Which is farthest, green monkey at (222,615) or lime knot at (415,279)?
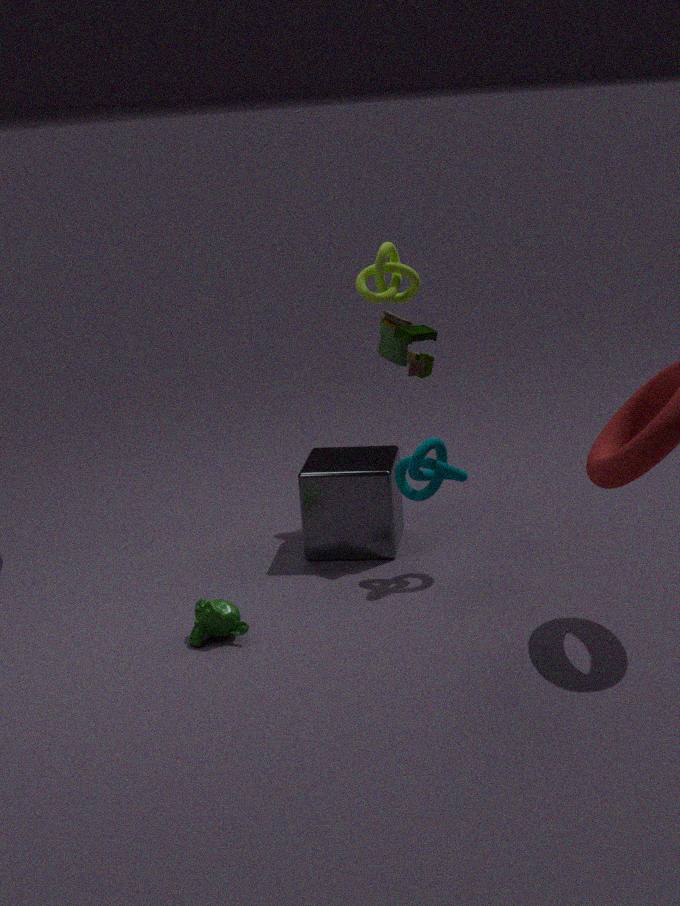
lime knot at (415,279)
